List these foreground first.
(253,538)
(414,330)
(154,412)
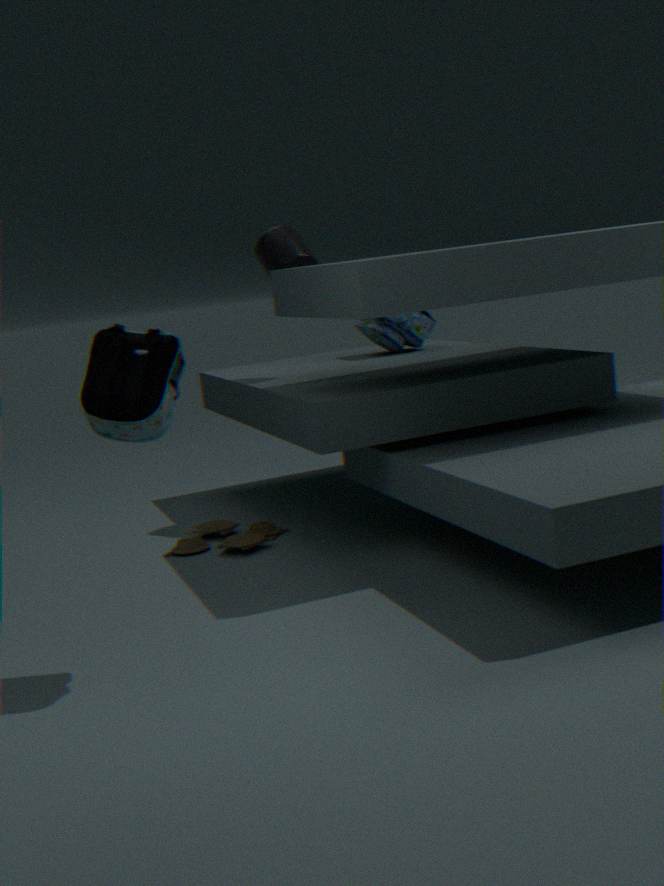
(154,412) → (253,538) → (414,330)
